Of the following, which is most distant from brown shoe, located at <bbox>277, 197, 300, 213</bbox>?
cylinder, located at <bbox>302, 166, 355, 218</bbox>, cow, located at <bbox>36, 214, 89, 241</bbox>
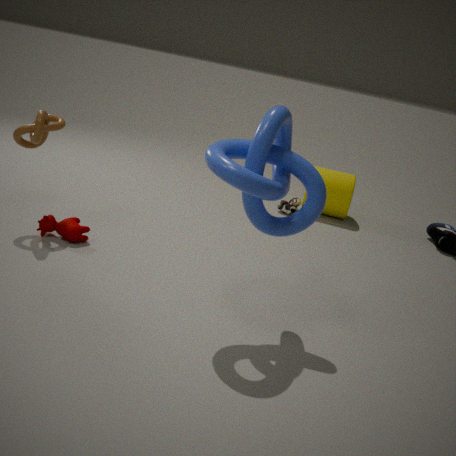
cow, located at <bbox>36, 214, 89, 241</bbox>
